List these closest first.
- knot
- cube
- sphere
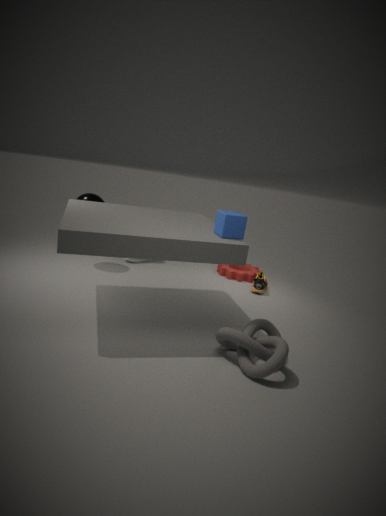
knot, cube, sphere
